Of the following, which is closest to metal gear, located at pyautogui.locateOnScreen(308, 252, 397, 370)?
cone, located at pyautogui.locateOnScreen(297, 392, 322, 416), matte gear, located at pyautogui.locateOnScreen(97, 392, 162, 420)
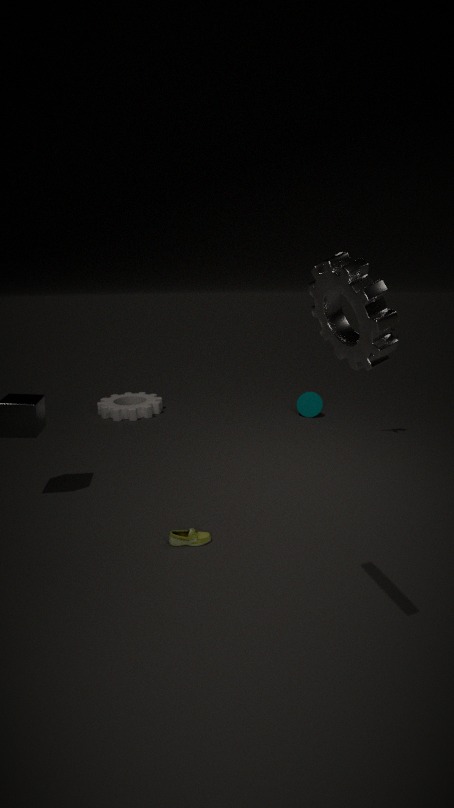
cone, located at pyautogui.locateOnScreen(297, 392, 322, 416)
